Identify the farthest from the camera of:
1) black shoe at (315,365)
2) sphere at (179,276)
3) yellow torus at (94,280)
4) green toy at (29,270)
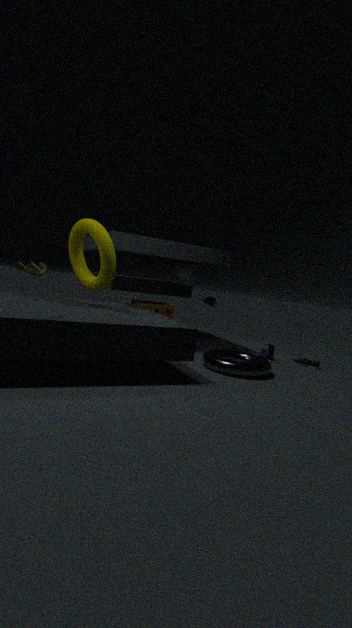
2. sphere at (179,276)
